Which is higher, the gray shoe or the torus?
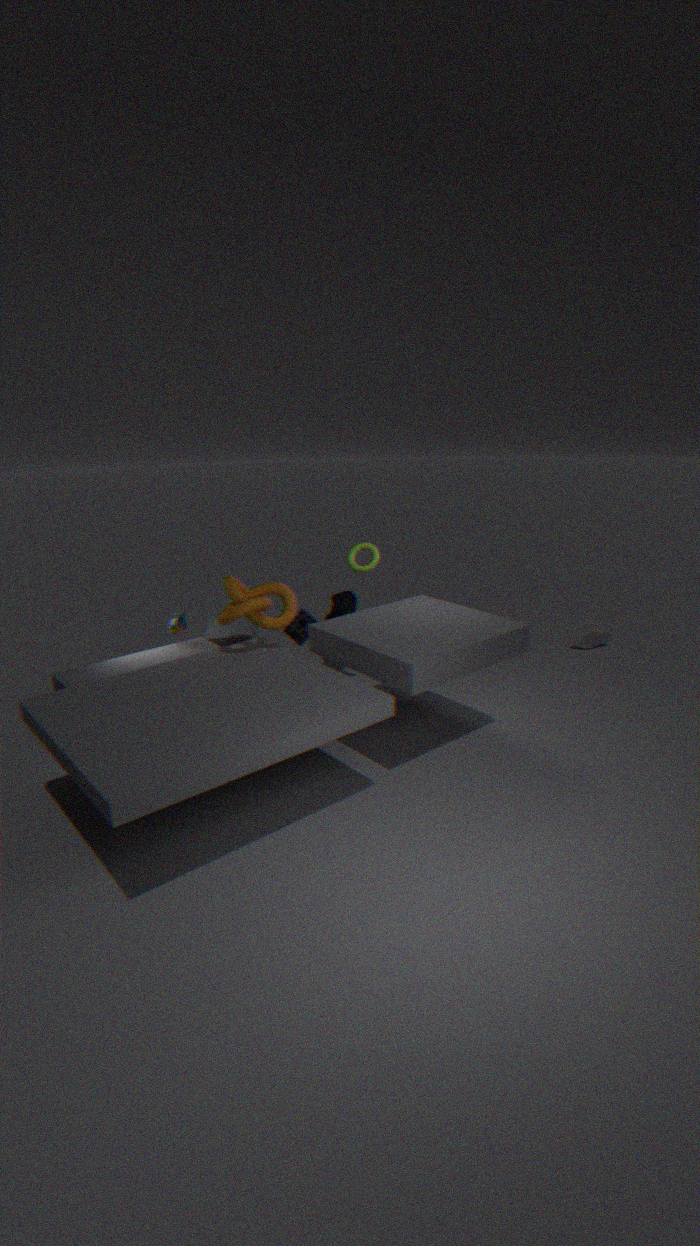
the torus
